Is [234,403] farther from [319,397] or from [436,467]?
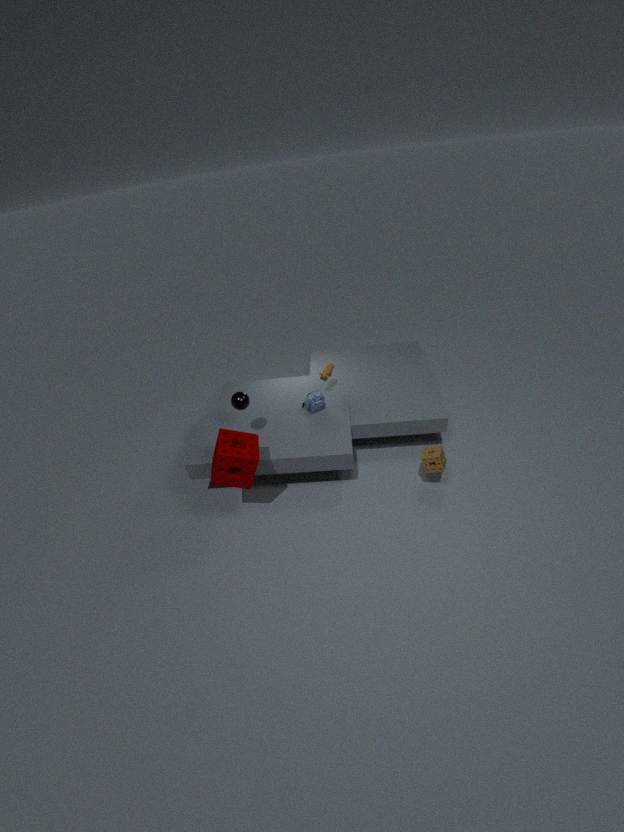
[436,467]
